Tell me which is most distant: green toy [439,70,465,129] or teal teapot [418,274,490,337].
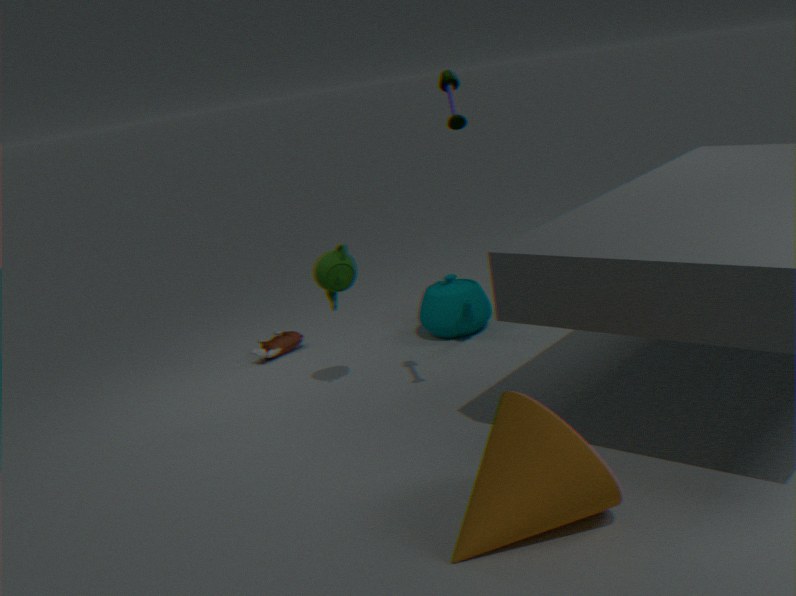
teal teapot [418,274,490,337]
